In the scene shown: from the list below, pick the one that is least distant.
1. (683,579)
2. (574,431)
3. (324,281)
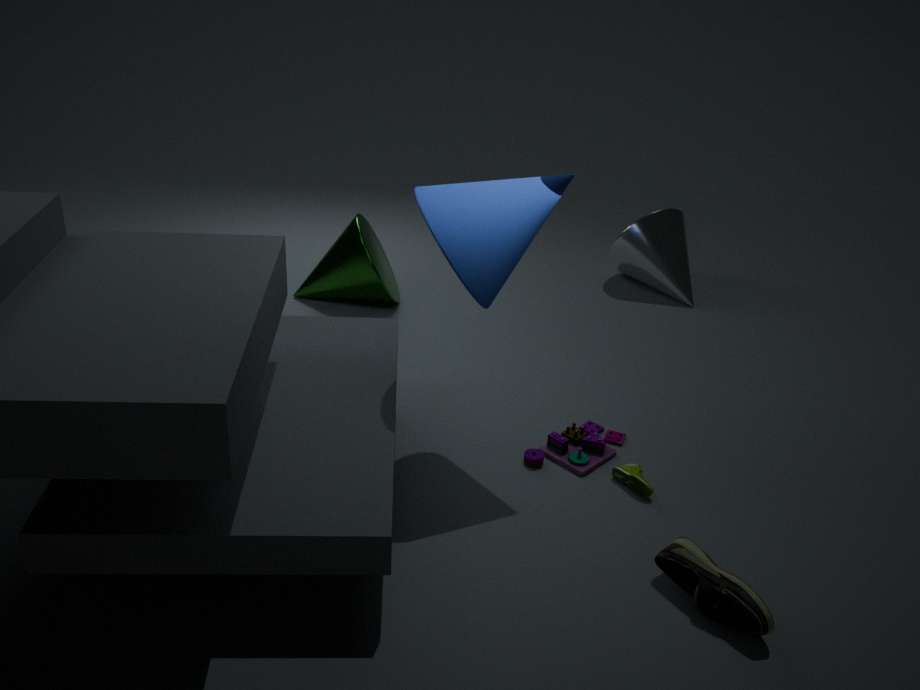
(683,579)
